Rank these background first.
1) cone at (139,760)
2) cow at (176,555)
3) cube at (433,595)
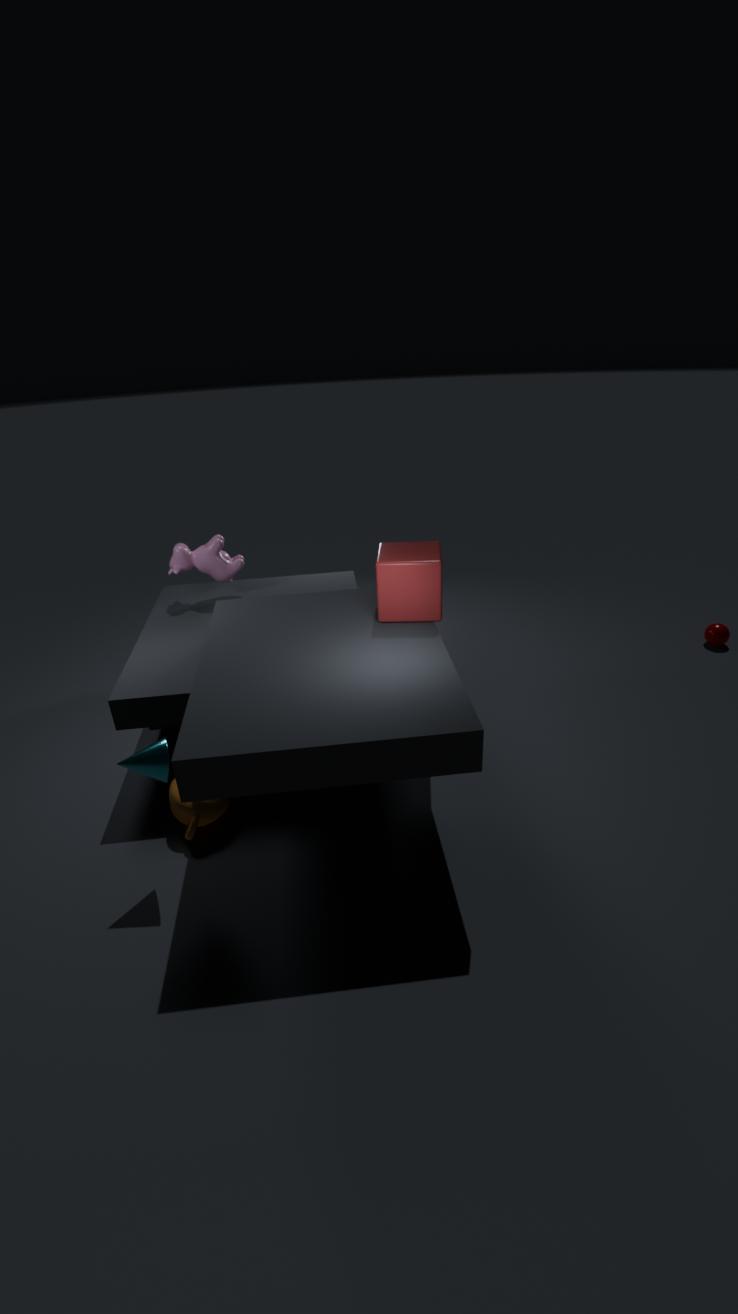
1. 2. cow at (176,555)
2. 3. cube at (433,595)
3. 1. cone at (139,760)
